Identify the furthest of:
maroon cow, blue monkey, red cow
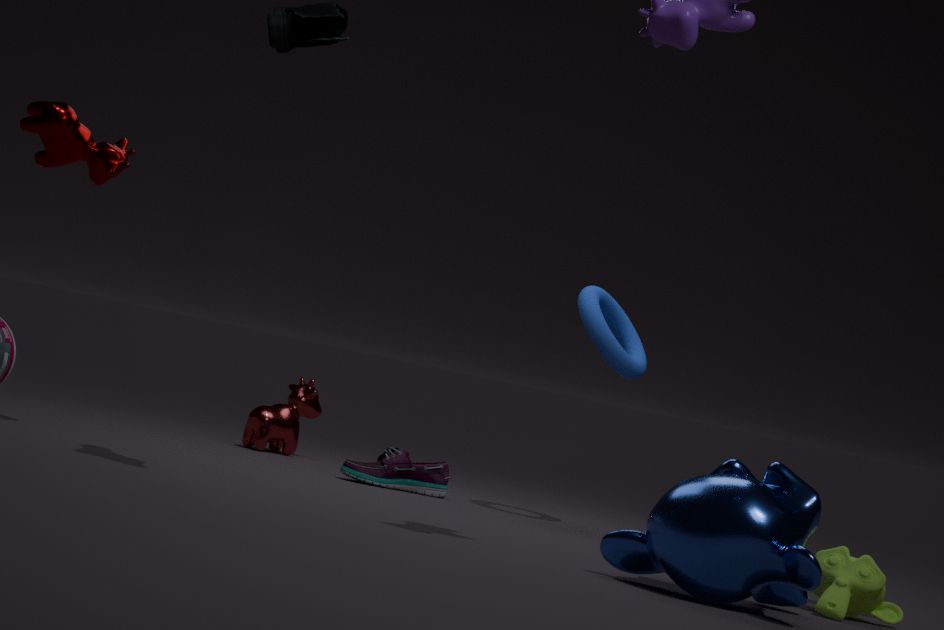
red cow
